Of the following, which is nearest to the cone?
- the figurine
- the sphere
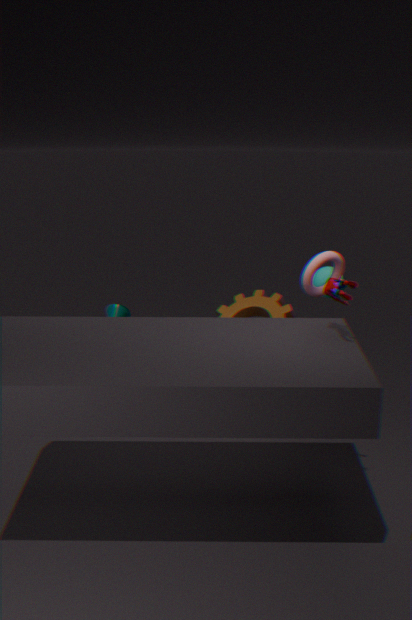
the sphere
